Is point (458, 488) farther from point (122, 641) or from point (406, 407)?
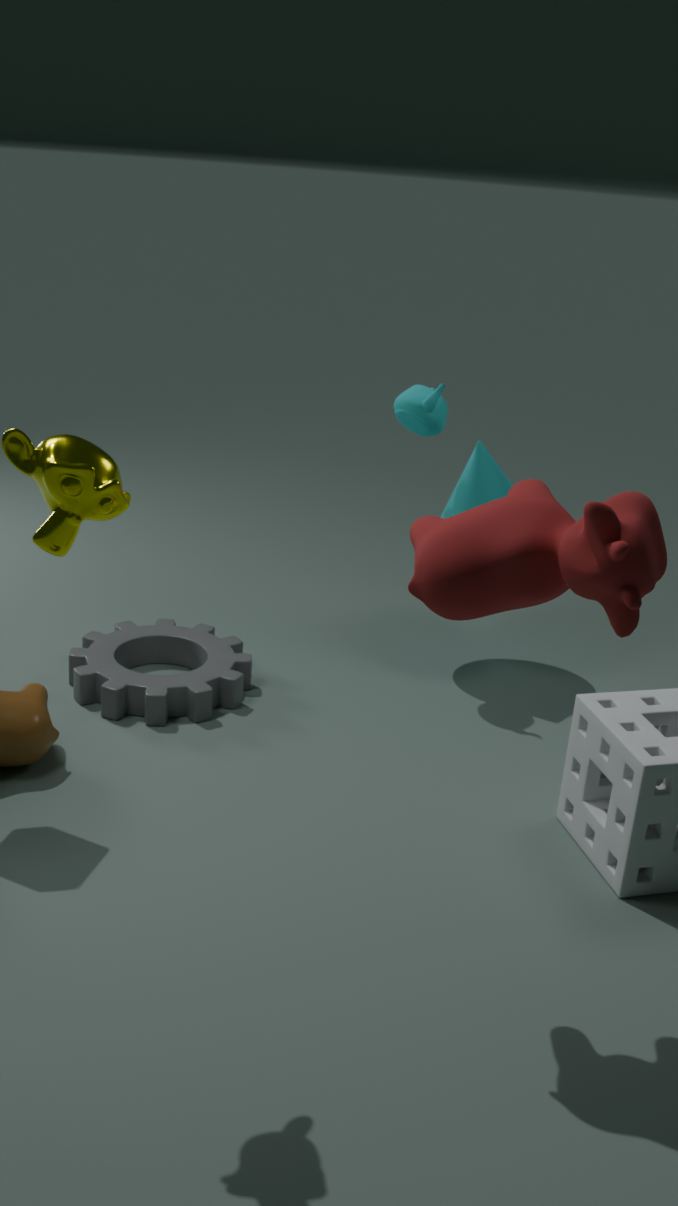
point (122, 641)
